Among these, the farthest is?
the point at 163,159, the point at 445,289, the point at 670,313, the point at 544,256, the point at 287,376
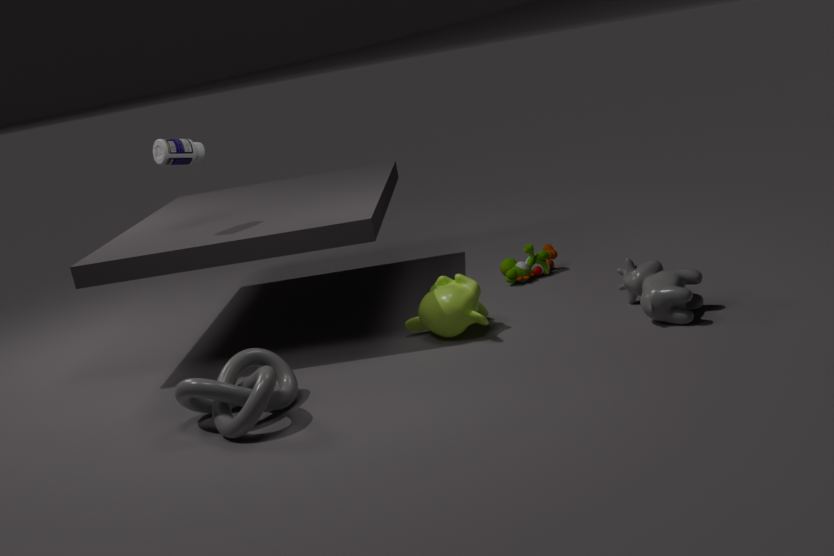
the point at 544,256
